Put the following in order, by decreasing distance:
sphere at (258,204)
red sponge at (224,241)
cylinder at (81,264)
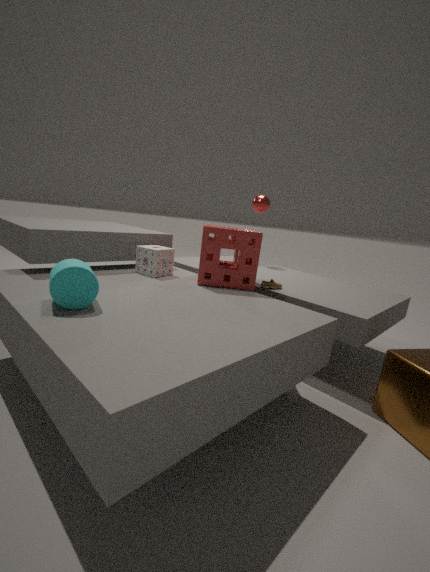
sphere at (258,204) < red sponge at (224,241) < cylinder at (81,264)
